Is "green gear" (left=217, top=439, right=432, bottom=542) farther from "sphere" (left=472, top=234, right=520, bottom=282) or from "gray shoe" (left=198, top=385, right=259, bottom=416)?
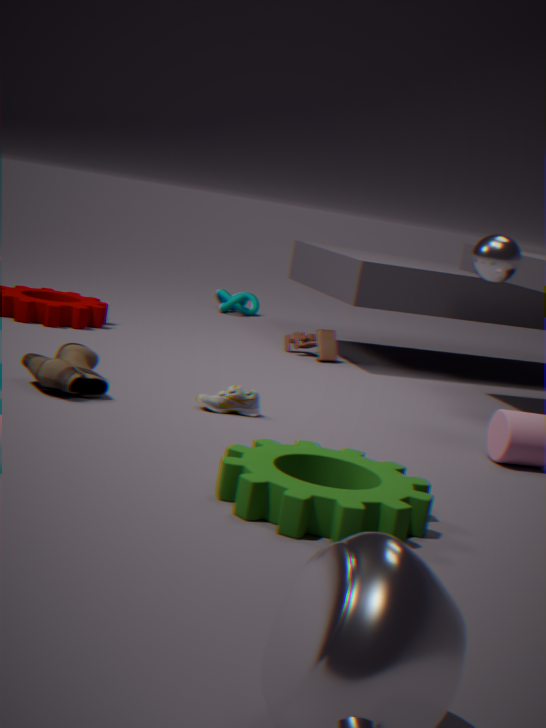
"sphere" (left=472, top=234, right=520, bottom=282)
